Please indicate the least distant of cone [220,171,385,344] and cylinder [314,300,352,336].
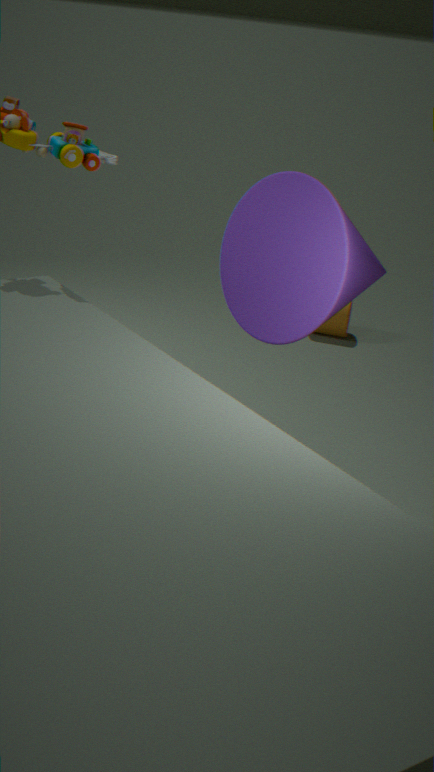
cone [220,171,385,344]
